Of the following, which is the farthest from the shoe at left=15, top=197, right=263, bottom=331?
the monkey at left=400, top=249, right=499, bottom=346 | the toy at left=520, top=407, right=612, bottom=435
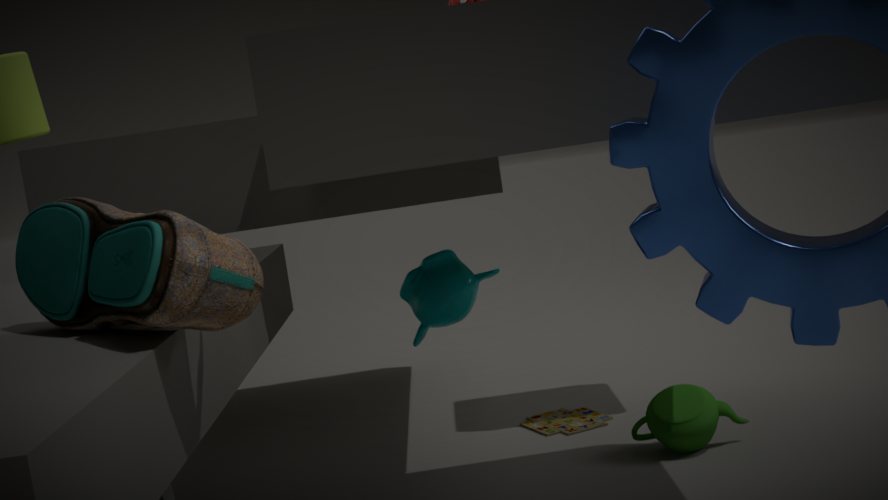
the toy at left=520, top=407, right=612, bottom=435
